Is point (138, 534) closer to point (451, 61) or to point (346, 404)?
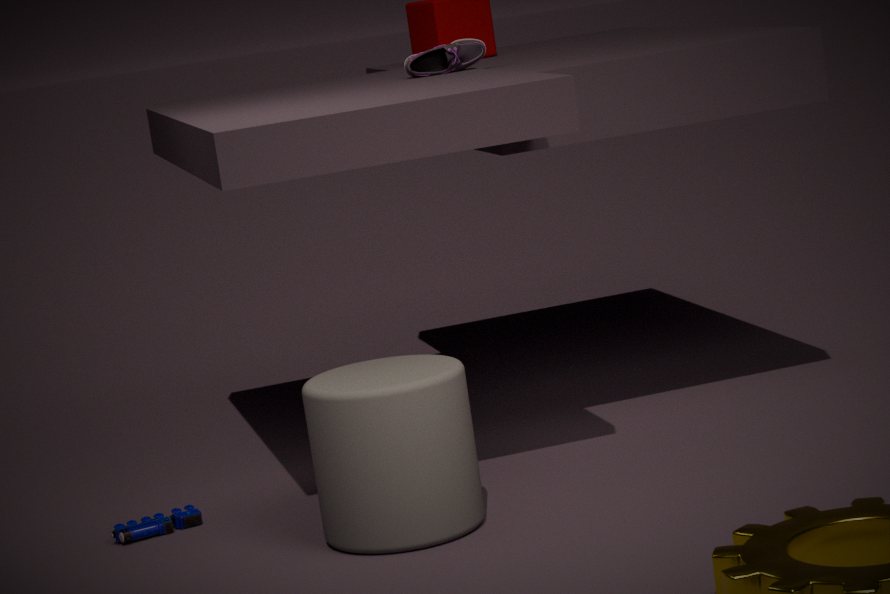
point (346, 404)
